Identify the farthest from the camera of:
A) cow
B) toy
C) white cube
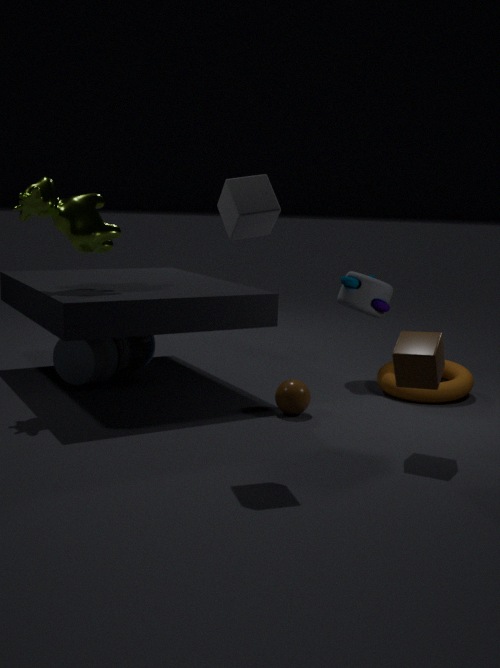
toy
